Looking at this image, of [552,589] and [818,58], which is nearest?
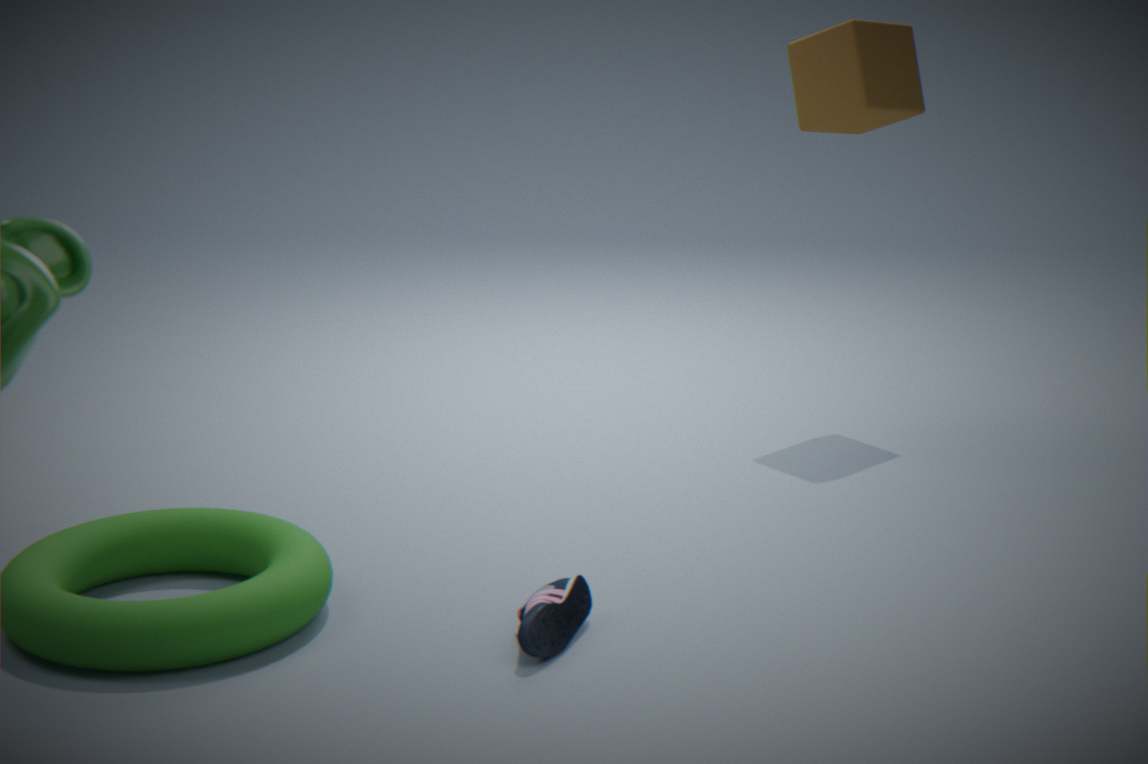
[552,589]
